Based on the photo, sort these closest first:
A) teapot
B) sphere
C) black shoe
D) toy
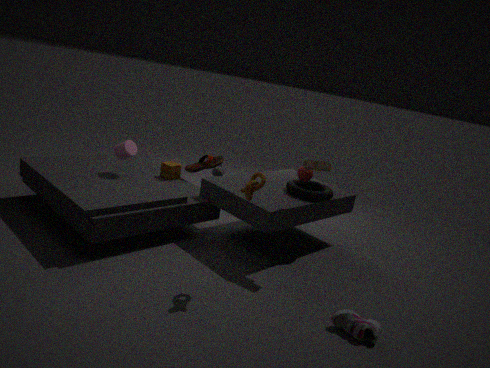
black shoe
toy
sphere
teapot
